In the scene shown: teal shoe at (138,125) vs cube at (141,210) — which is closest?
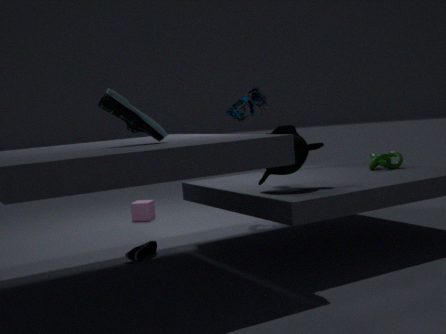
teal shoe at (138,125)
